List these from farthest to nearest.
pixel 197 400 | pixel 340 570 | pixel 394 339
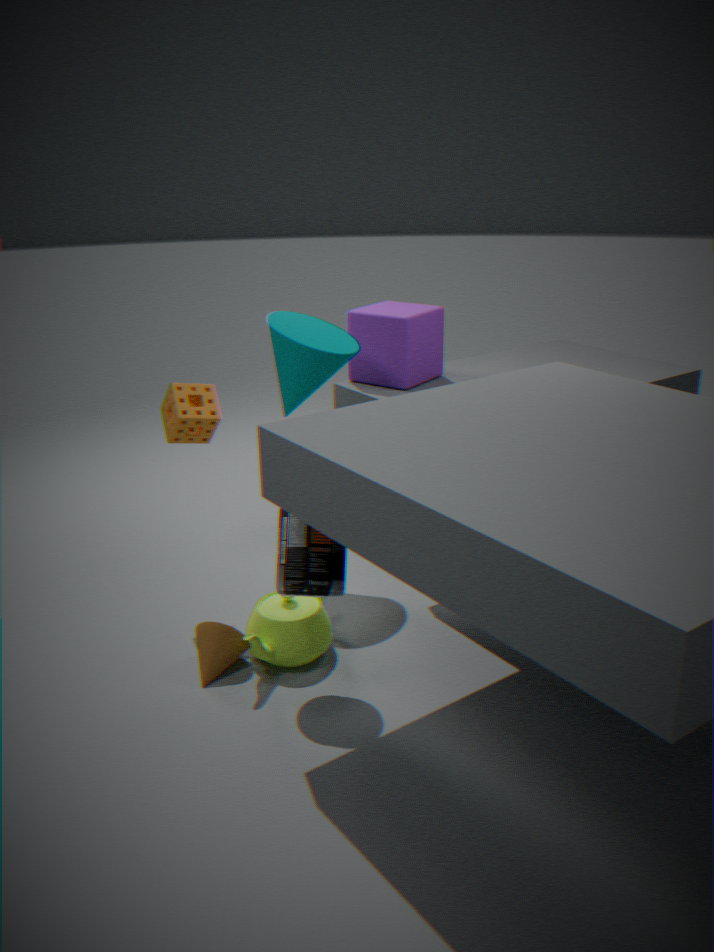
pixel 394 339 < pixel 197 400 < pixel 340 570
